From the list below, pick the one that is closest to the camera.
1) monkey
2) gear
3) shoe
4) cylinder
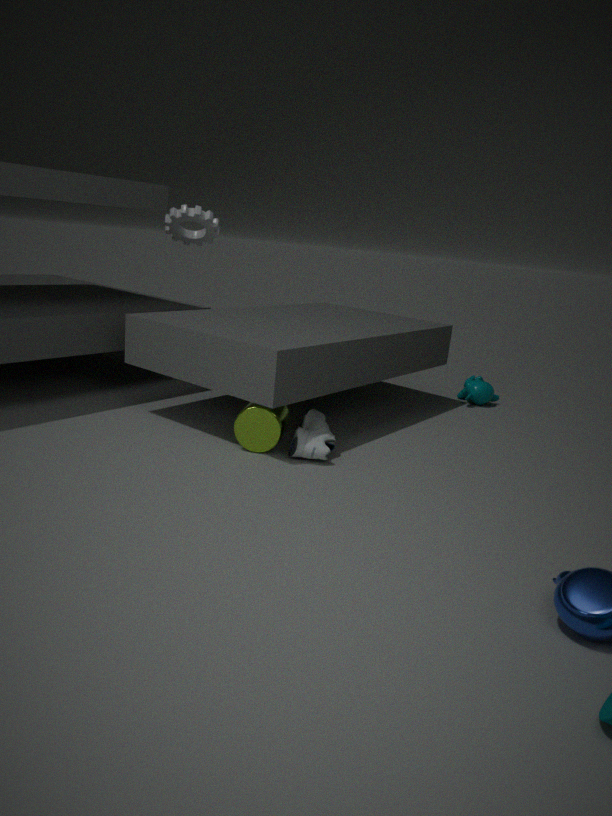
3. shoe
